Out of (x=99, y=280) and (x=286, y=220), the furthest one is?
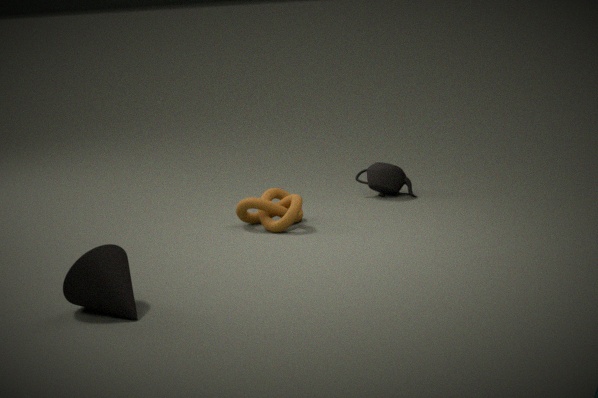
(x=286, y=220)
